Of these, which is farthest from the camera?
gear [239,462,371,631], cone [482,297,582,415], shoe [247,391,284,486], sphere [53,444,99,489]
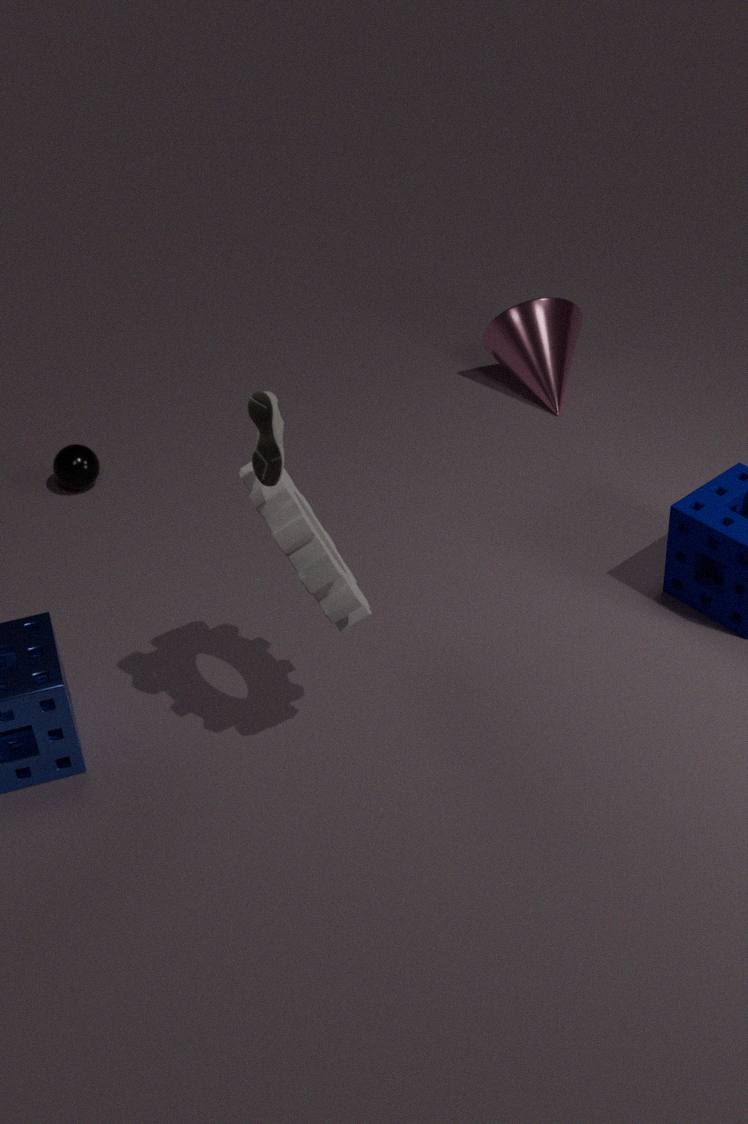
cone [482,297,582,415]
